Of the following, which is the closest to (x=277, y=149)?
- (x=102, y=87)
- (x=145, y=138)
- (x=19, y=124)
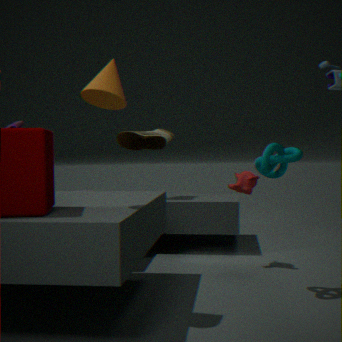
(x=102, y=87)
